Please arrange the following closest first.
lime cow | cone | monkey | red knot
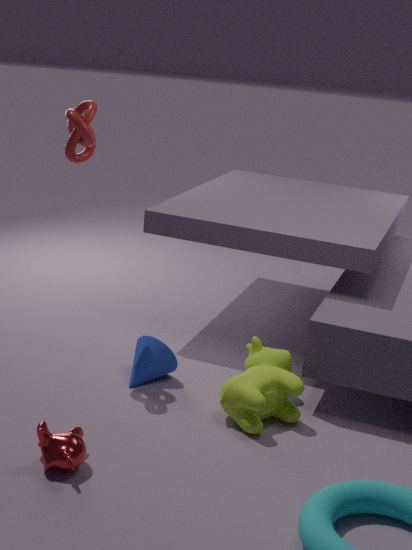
monkey, lime cow, red knot, cone
